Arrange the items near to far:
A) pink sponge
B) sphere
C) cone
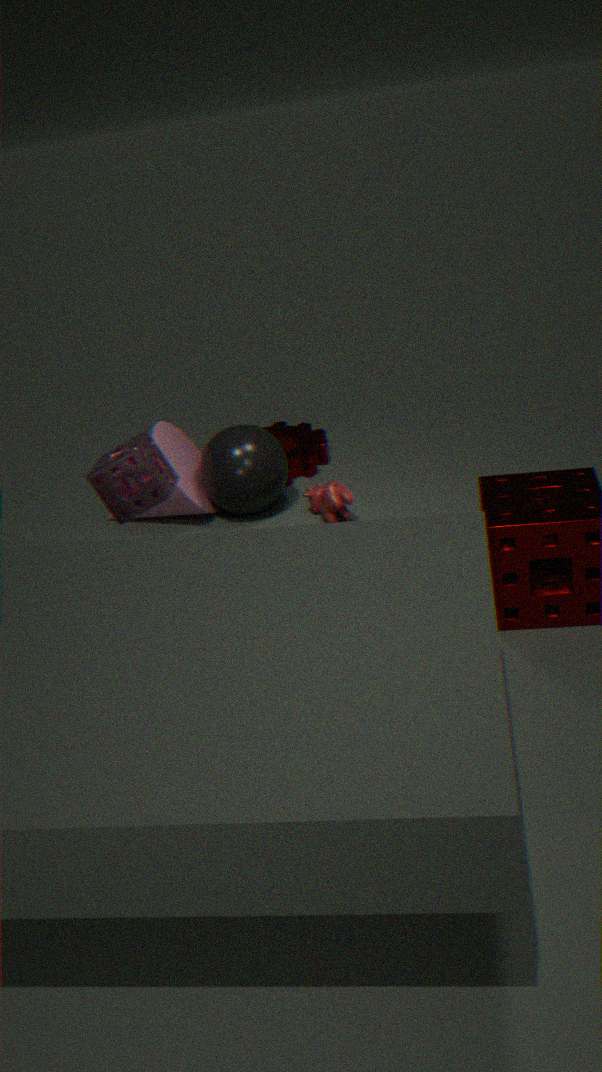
pink sponge
sphere
cone
